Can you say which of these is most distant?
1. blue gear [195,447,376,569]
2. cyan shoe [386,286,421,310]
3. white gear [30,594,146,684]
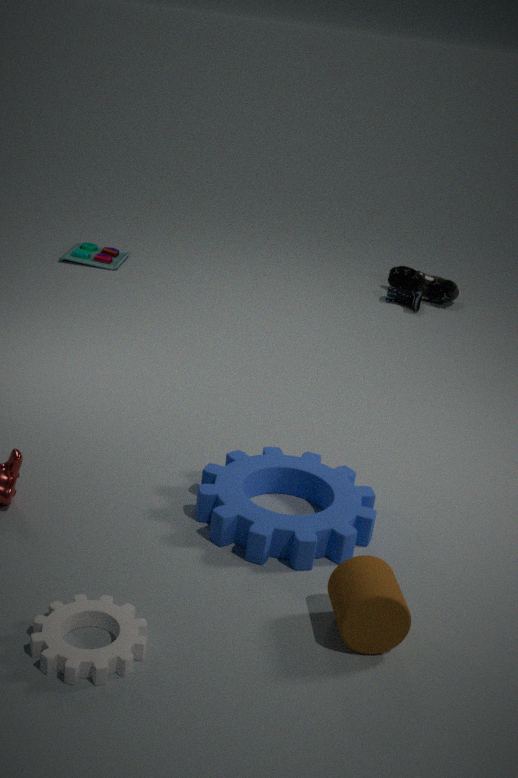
cyan shoe [386,286,421,310]
